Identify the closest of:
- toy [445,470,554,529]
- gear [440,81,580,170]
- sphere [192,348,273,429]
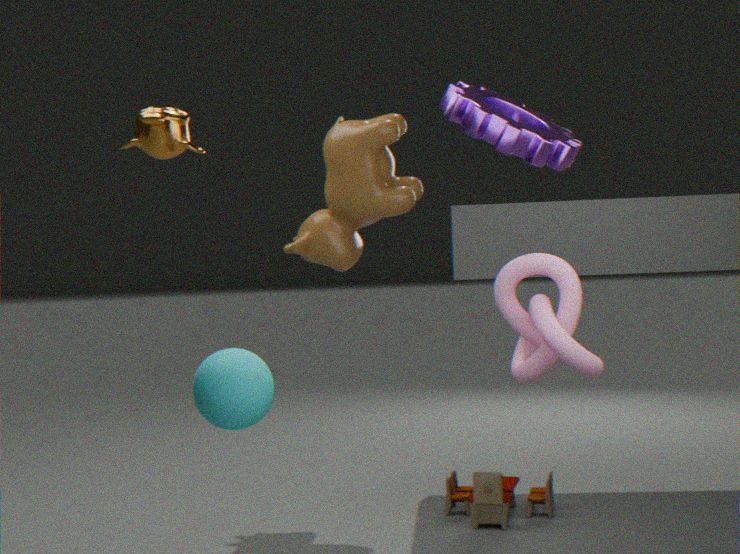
gear [440,81,580,170]
